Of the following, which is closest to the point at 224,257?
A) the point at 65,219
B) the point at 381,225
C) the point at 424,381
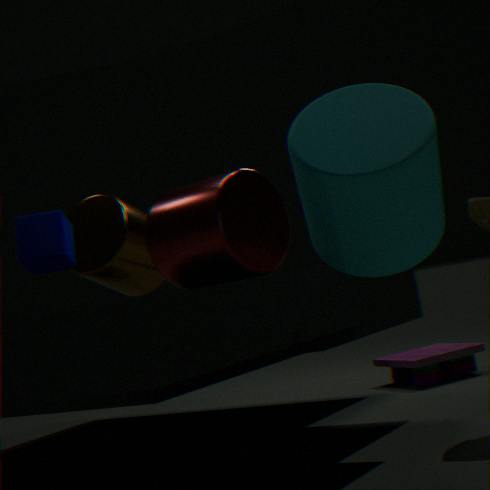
the point at 65,219
